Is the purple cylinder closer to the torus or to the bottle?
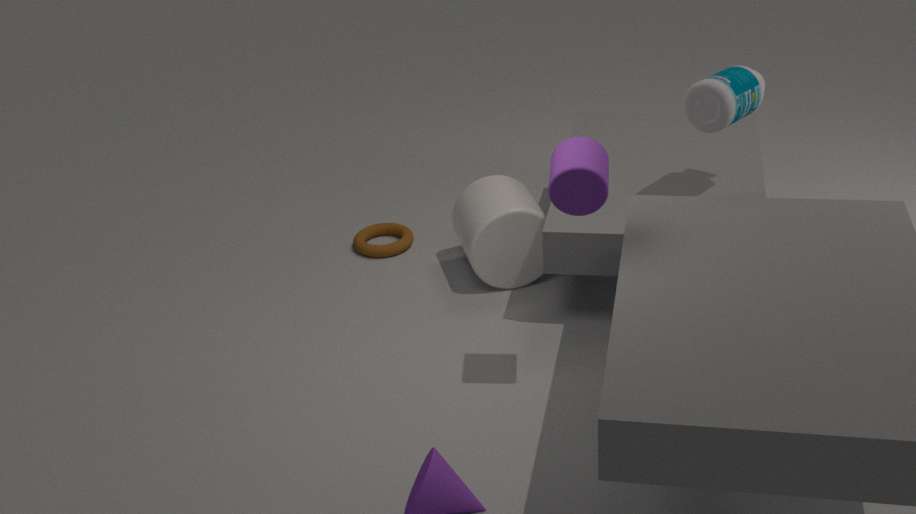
the bottle
